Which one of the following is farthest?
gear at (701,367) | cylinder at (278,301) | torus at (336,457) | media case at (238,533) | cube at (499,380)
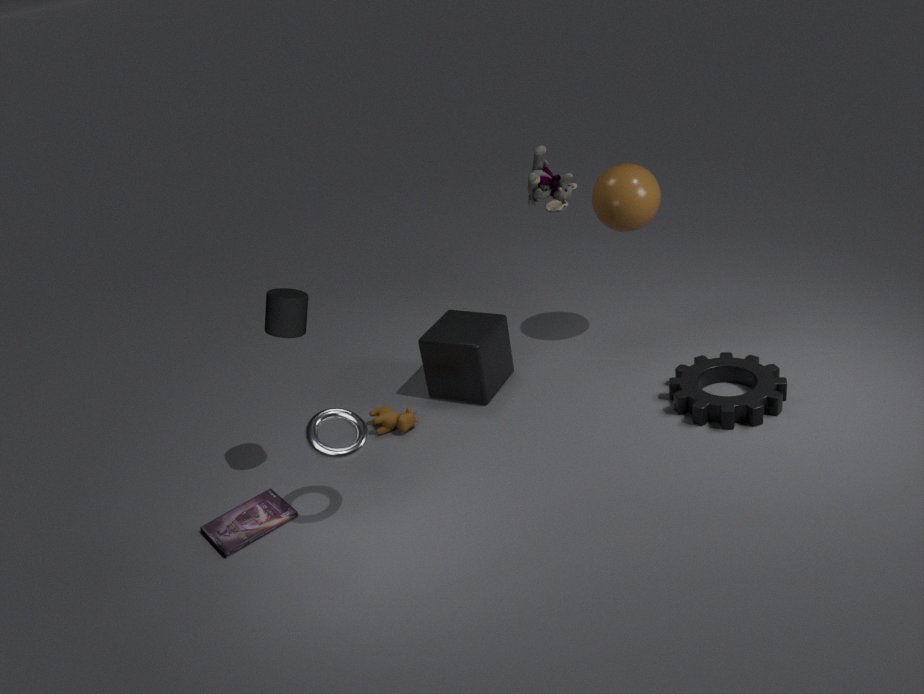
cube at (499,380)
